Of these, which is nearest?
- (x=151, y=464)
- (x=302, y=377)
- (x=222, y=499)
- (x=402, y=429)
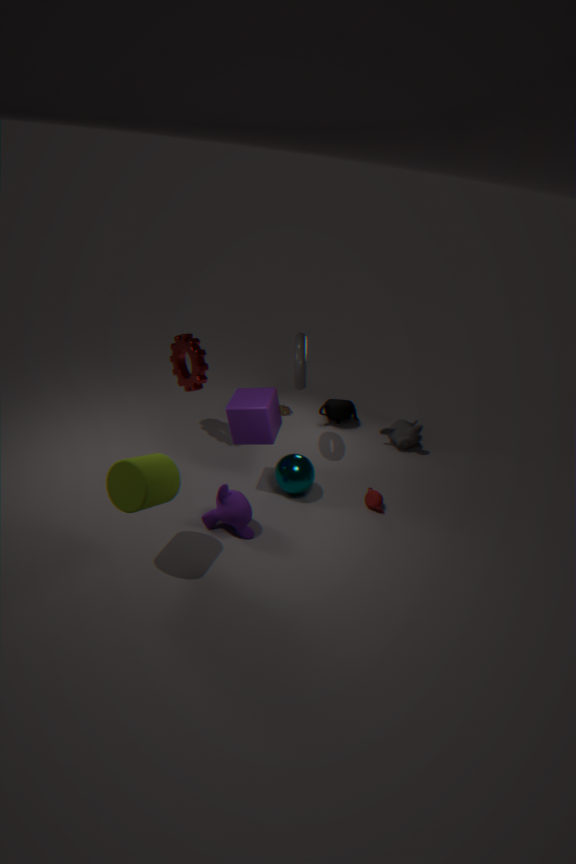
(x=151, y=464)
